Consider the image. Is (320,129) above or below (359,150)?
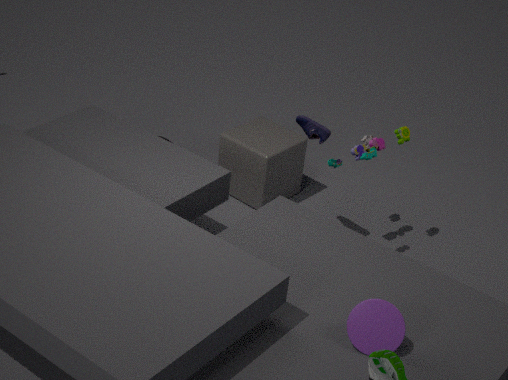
above
